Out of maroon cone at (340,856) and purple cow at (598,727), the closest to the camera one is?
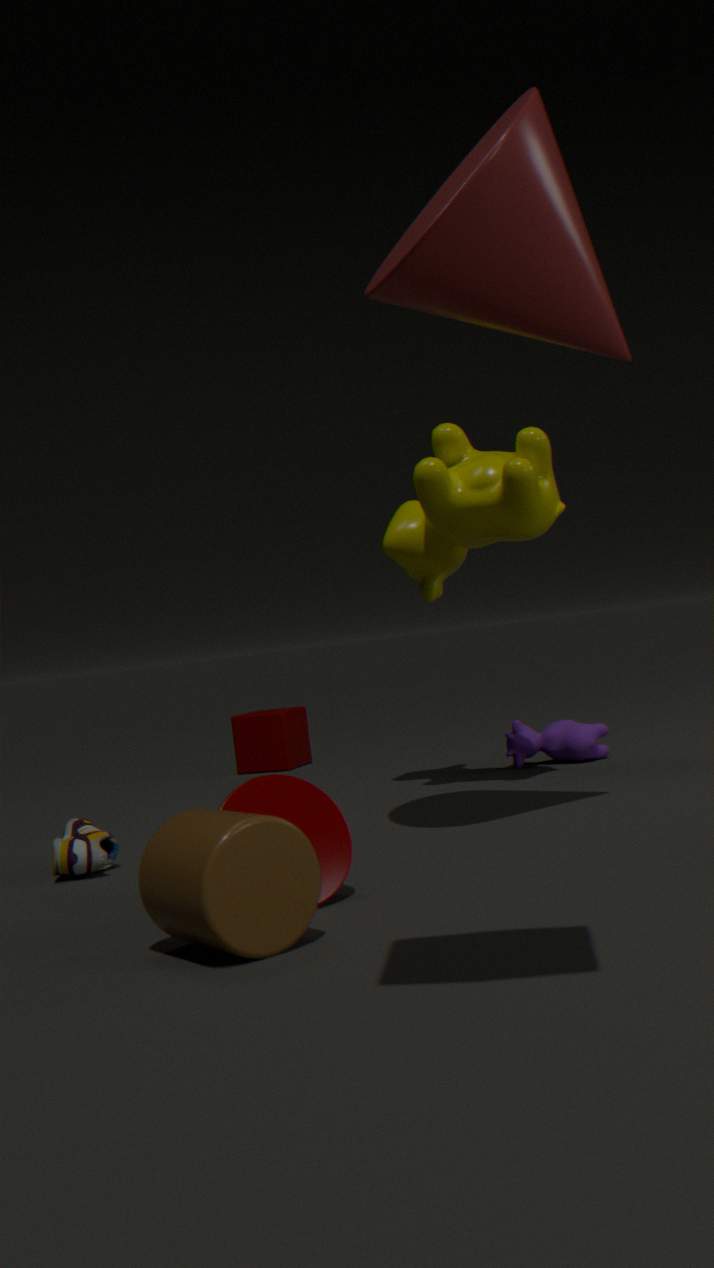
maroon cone at (340,856)
